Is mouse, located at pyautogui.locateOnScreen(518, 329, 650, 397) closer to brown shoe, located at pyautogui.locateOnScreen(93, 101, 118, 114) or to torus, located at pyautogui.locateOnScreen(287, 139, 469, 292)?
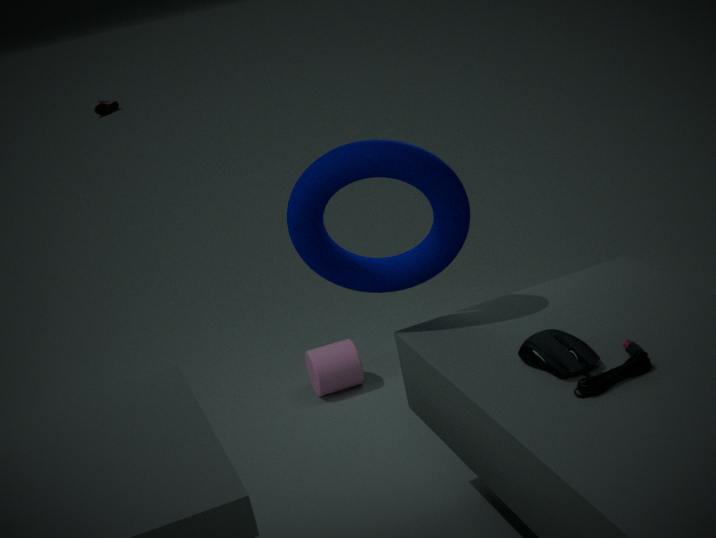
torus, located at pyautogui.locateOnScreen(287, 139, 469, 292)
